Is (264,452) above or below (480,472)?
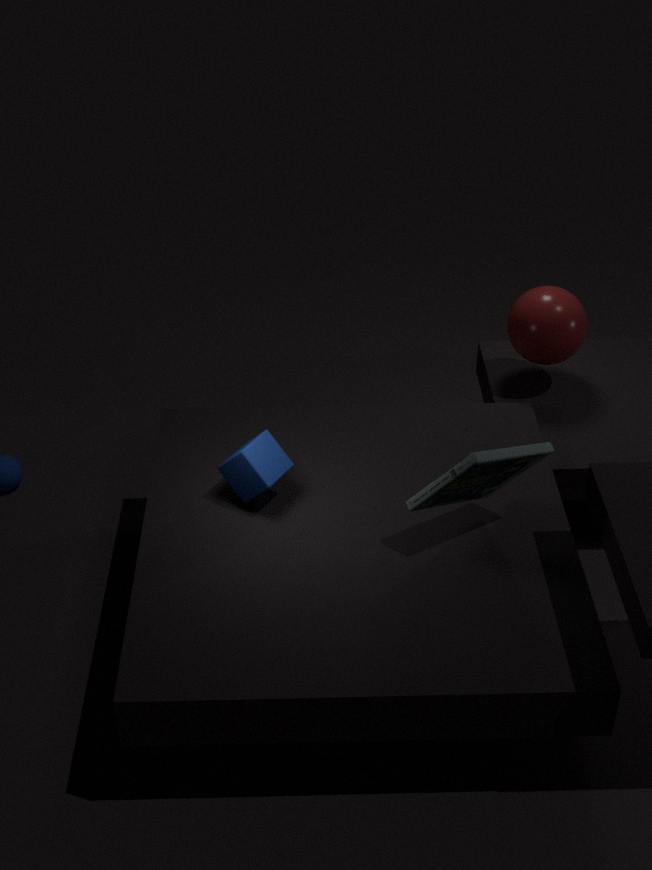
below
